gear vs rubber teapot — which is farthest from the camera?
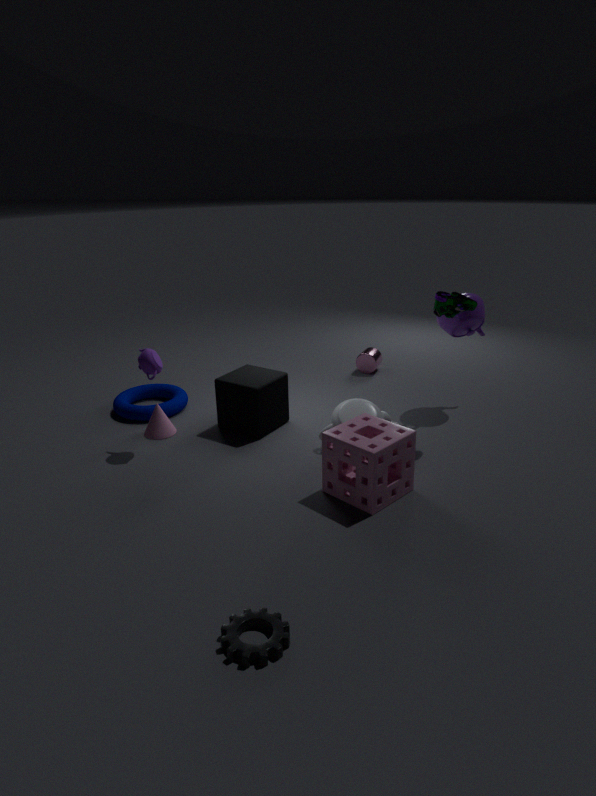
rubber teapot
